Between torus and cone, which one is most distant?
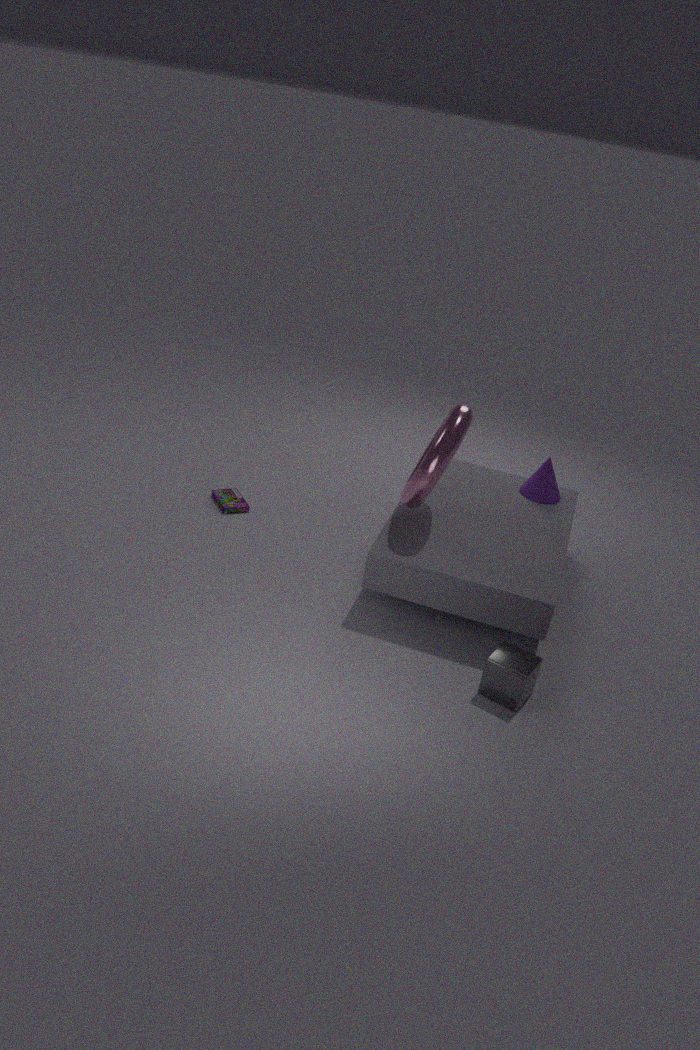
cone
